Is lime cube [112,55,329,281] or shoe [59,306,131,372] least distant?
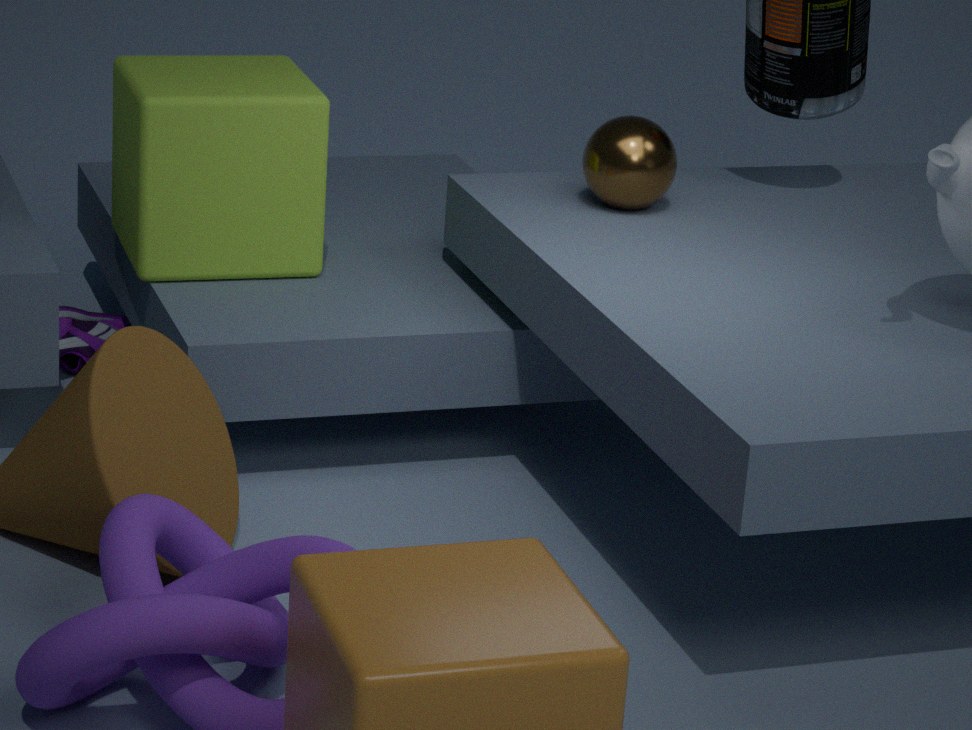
lime cube [112,55,329,281]
